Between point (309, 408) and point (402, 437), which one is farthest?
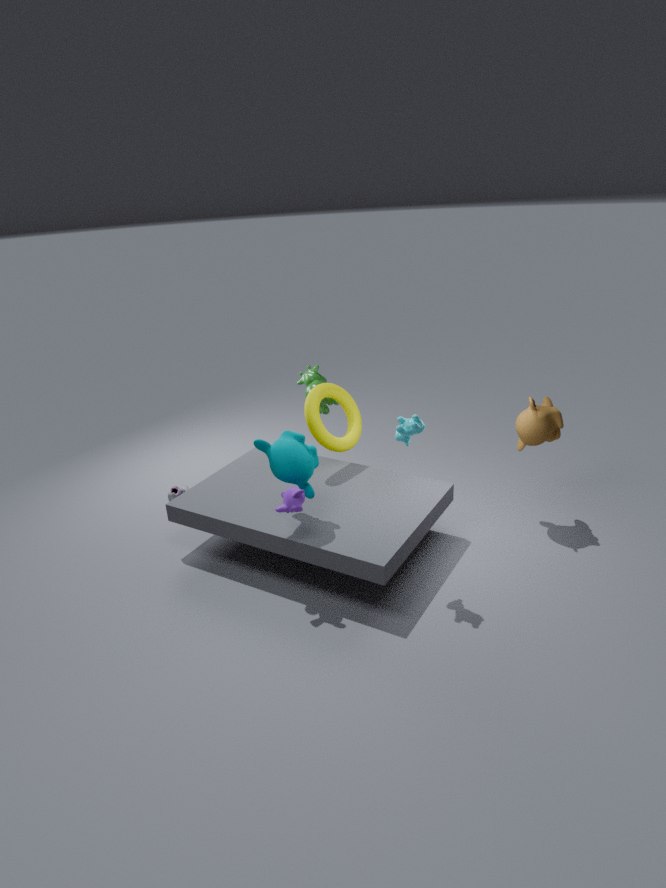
point (309, 408)
